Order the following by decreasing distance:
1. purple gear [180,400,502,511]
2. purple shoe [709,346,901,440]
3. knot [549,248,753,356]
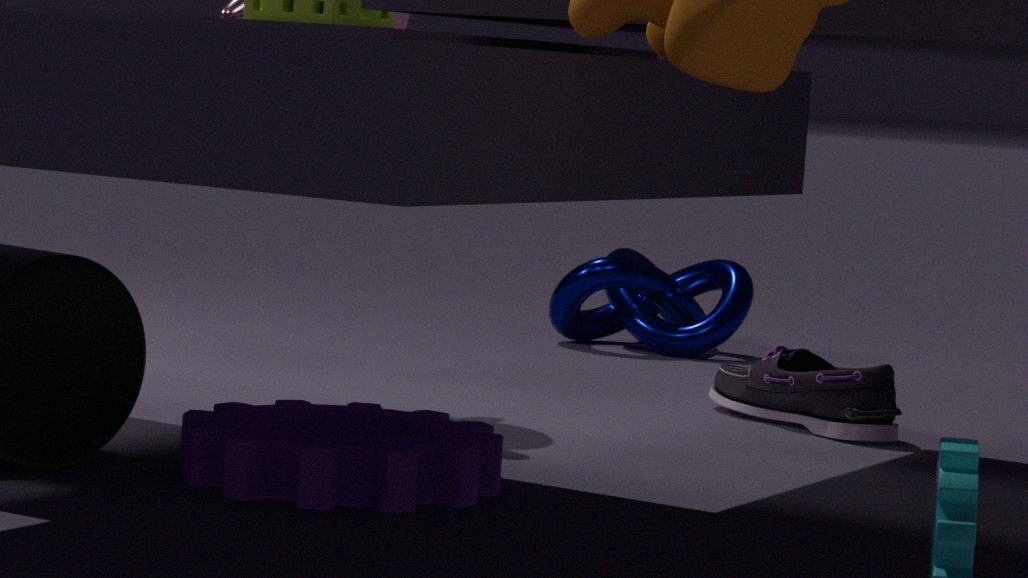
knot [549,248,753,356]
purple shoe [709,346,901,440]
purple gear [180,400,502,511]
